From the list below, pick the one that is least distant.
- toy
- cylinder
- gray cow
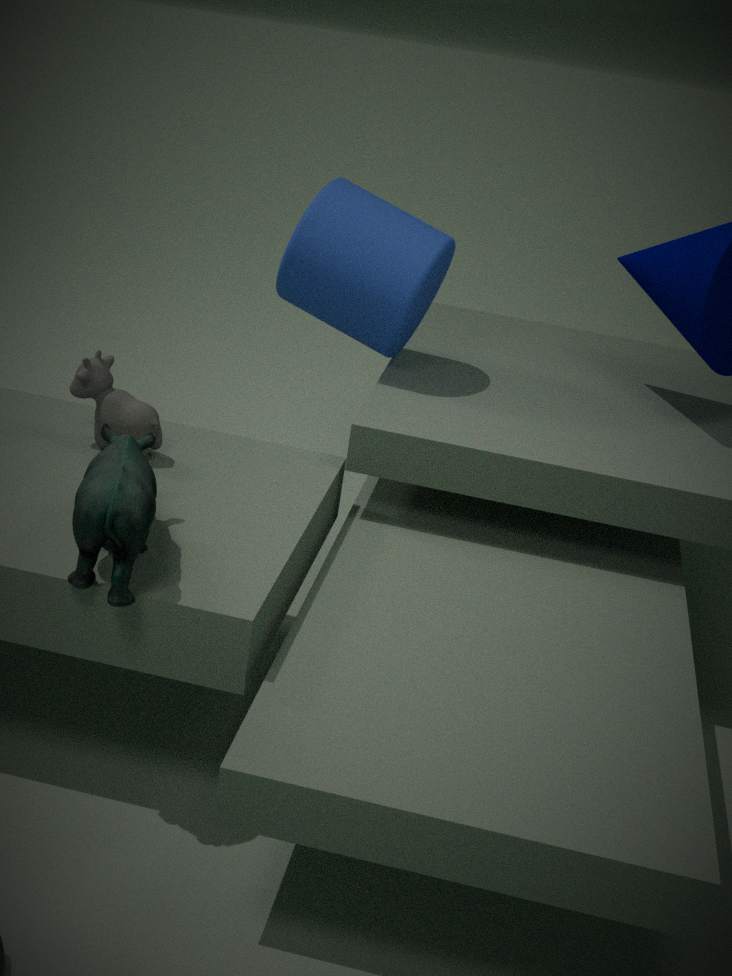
toy
